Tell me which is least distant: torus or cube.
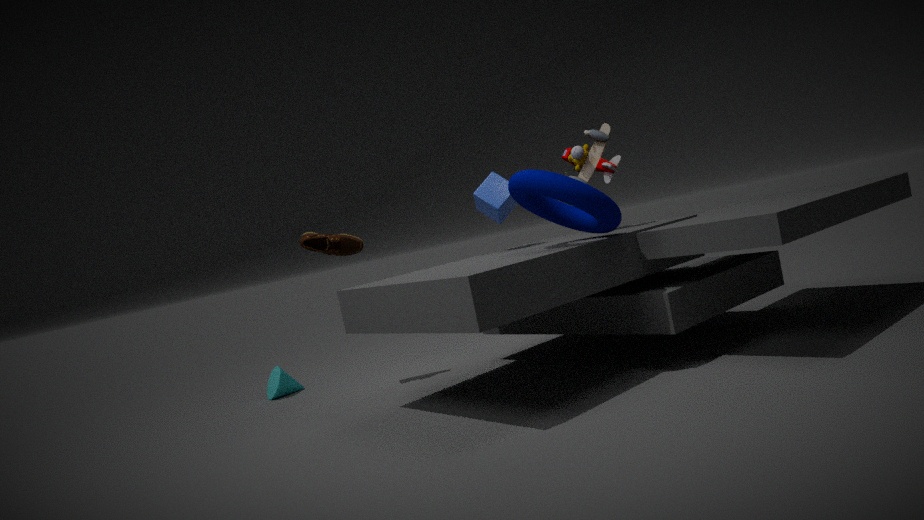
torus
